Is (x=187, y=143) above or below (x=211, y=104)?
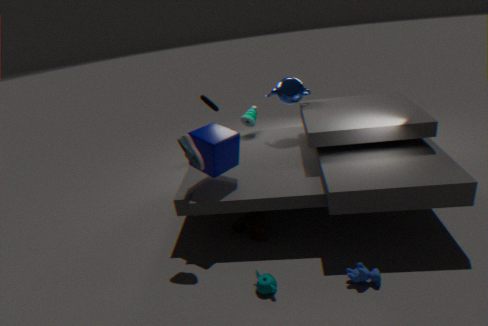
below
